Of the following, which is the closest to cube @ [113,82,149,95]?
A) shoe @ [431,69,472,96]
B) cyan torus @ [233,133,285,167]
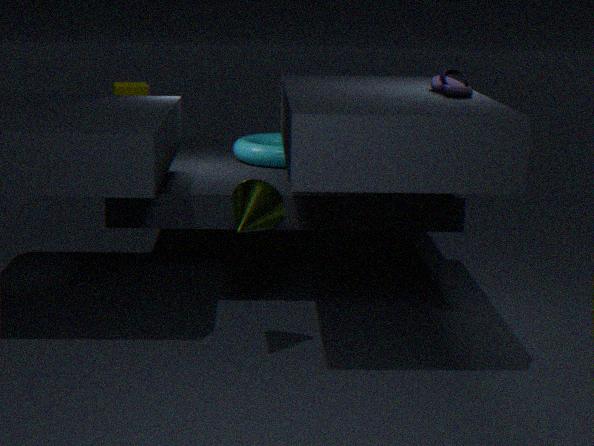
cyan torus @ [233,133,285,167]
